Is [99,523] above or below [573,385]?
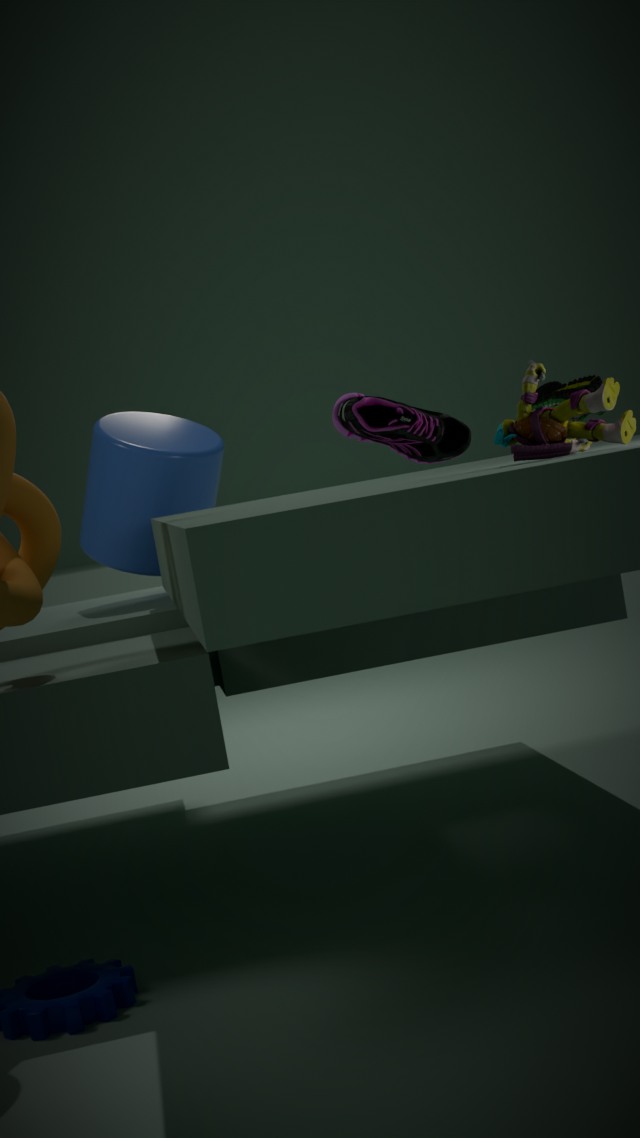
below
